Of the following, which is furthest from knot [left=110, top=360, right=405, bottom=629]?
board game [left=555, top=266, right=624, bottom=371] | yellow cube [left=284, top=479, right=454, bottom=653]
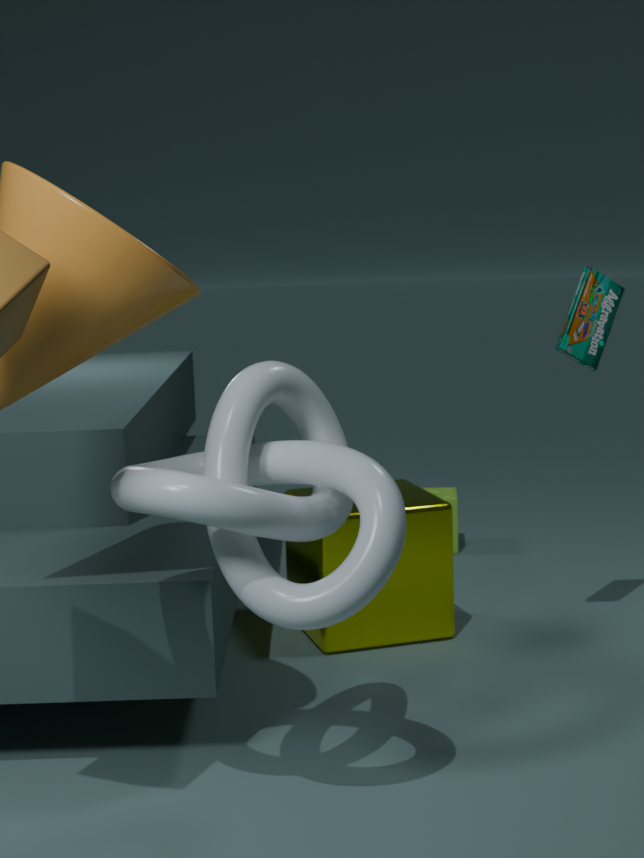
board game [left=555, top=266, right=624, bottom=371]
